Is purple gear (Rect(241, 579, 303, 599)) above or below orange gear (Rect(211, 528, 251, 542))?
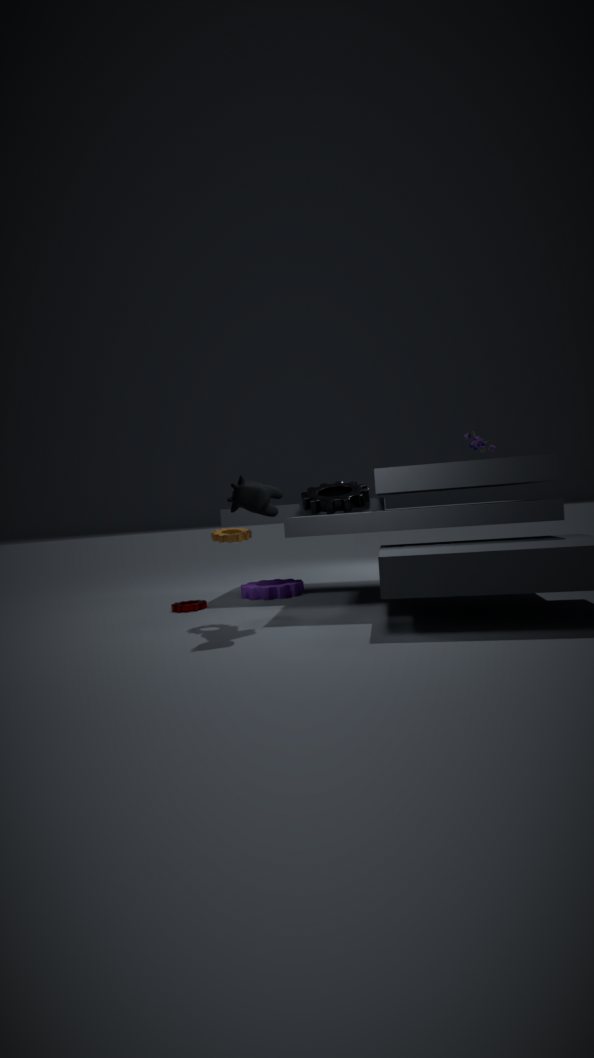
below
